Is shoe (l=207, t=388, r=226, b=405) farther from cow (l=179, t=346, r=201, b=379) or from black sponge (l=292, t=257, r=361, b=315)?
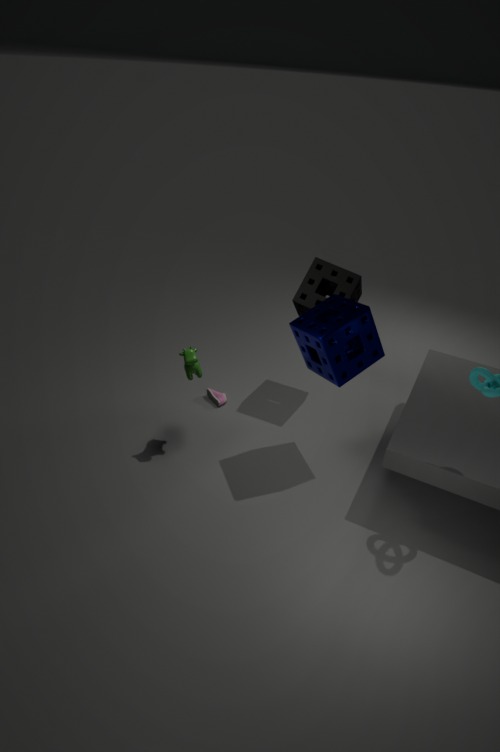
black sponge (l=292, t=257, r=361, b=315)
